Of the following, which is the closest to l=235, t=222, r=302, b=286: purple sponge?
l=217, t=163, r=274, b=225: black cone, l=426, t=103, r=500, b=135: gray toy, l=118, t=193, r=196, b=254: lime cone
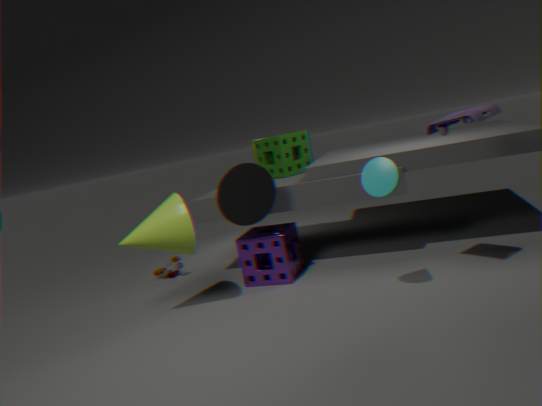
l=217, t=163, r=274, b=225: black cone
